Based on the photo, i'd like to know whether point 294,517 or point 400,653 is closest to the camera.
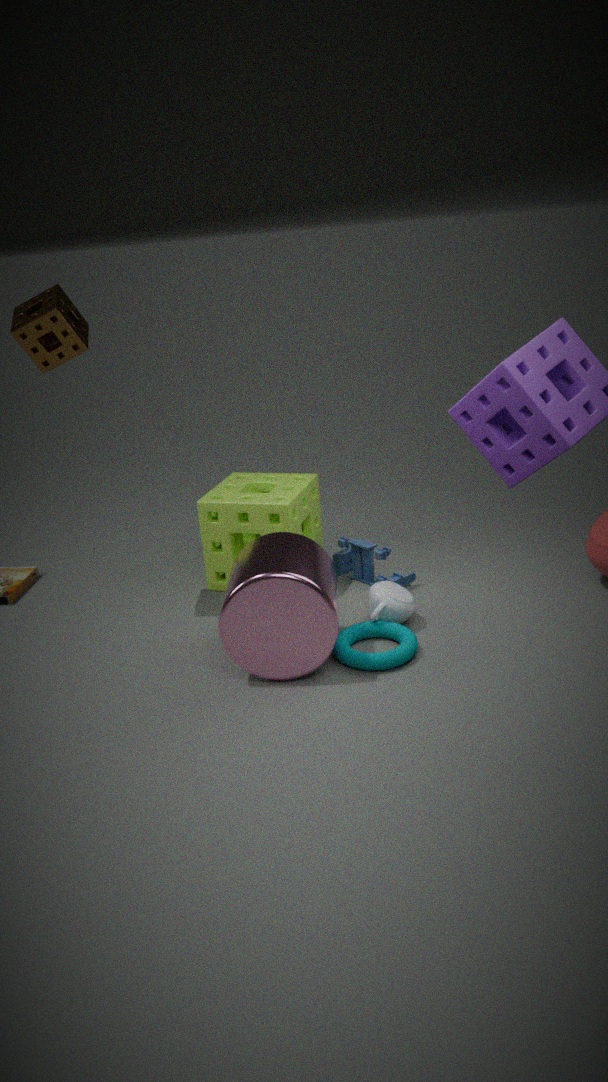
point 400,653
